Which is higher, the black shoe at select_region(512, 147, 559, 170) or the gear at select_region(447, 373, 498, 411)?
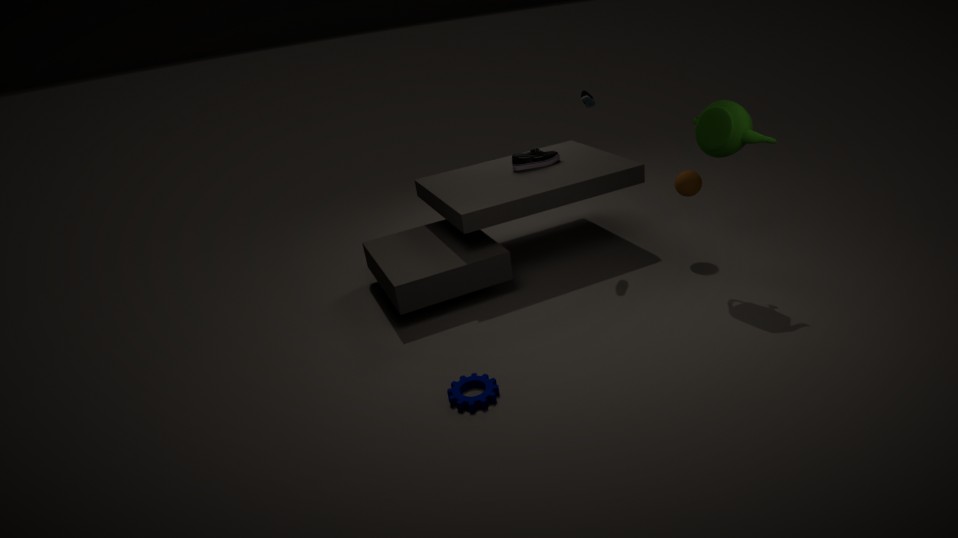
the black shoe at select_region(512, 147, 559, 170)
